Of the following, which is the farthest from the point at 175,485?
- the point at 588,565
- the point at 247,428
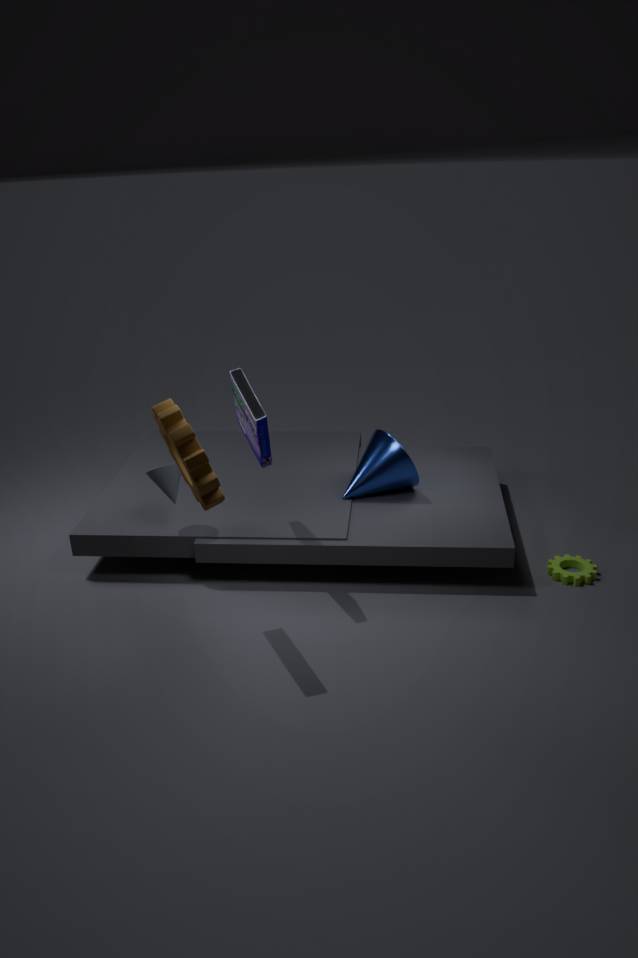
the point at 588,565
